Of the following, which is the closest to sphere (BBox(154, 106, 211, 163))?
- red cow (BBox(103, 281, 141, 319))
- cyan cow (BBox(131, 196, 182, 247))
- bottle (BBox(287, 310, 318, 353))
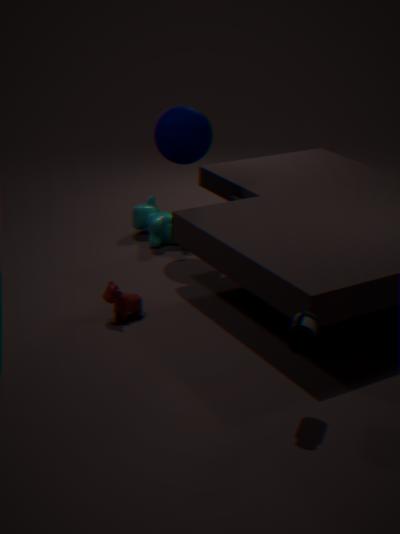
A: cyan cow (BBox(131, 196, 182, 247))
